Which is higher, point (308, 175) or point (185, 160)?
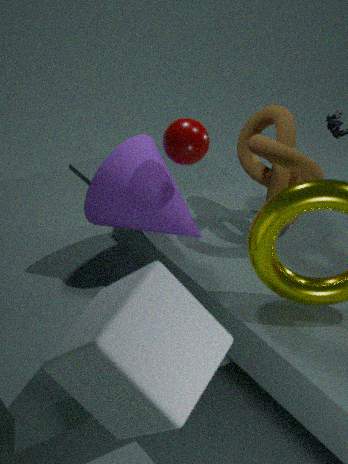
point (185, 160)
